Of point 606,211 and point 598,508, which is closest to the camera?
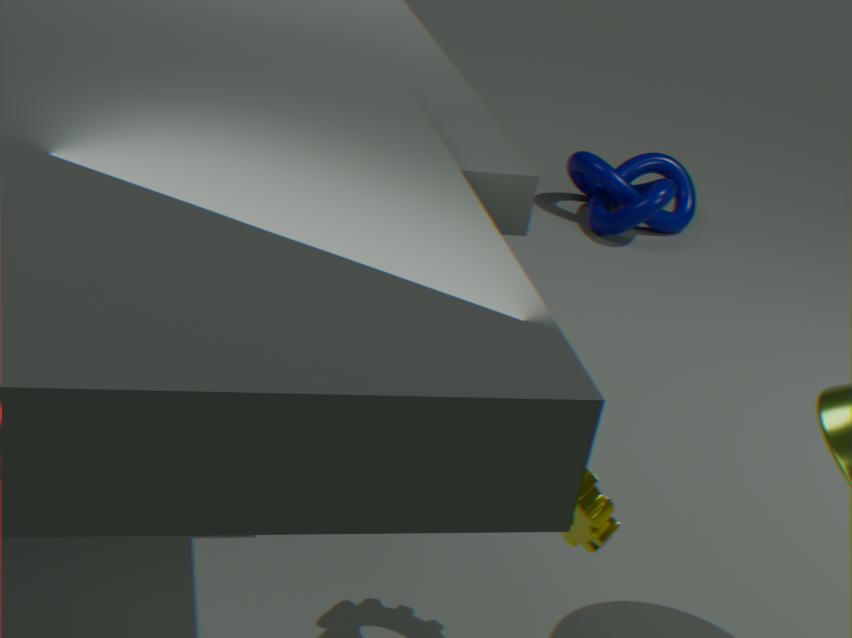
point 598,508
